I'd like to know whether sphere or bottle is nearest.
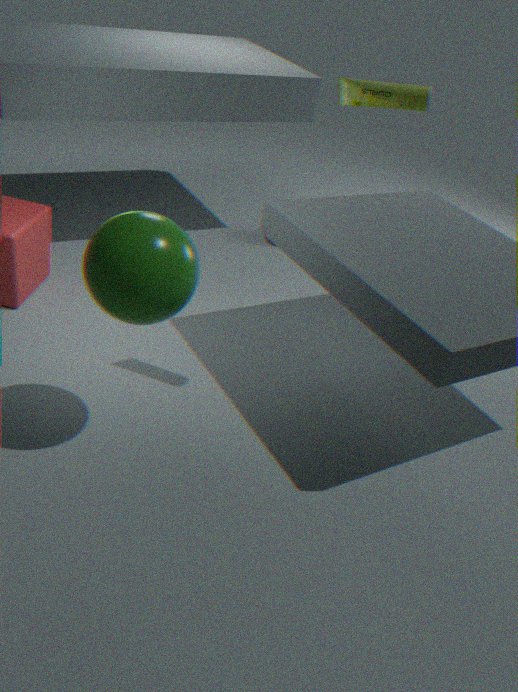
sphere
